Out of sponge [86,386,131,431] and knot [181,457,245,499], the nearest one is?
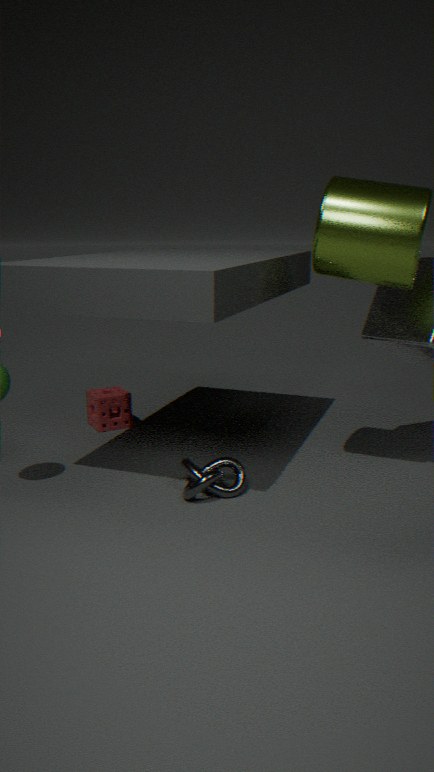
knot [181,457,245,499]
